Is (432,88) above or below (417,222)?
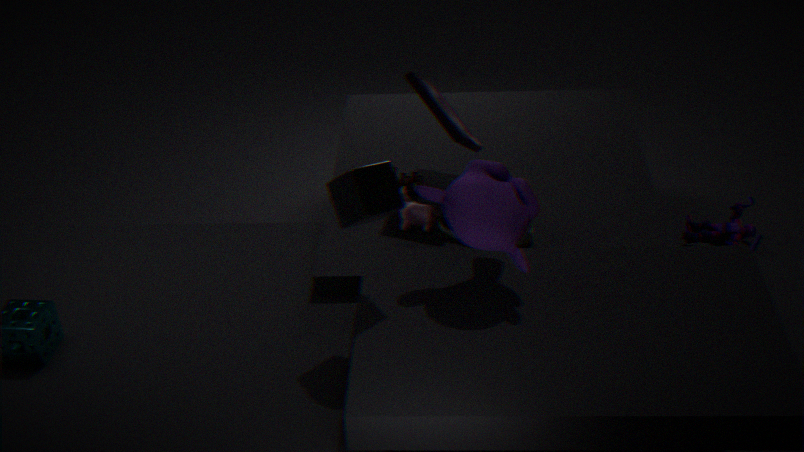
above
